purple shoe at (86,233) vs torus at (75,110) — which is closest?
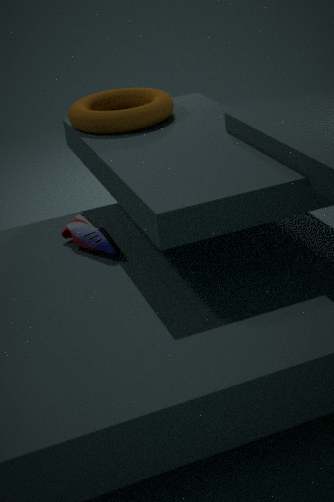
purple shoe at (86,233)
